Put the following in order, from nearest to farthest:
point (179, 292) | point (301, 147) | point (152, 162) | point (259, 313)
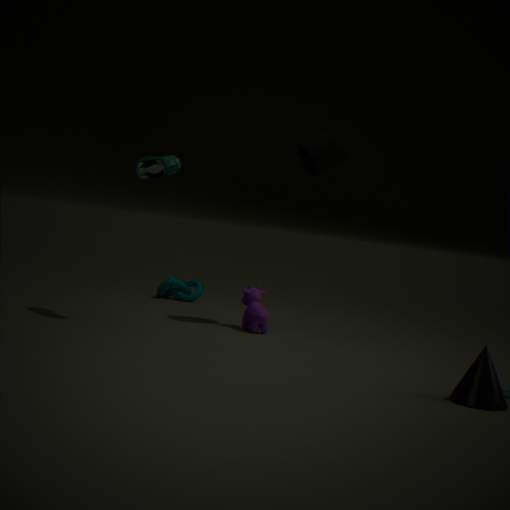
point (152, 162), point (259, 313), point (301, 147), point (179, 292)
